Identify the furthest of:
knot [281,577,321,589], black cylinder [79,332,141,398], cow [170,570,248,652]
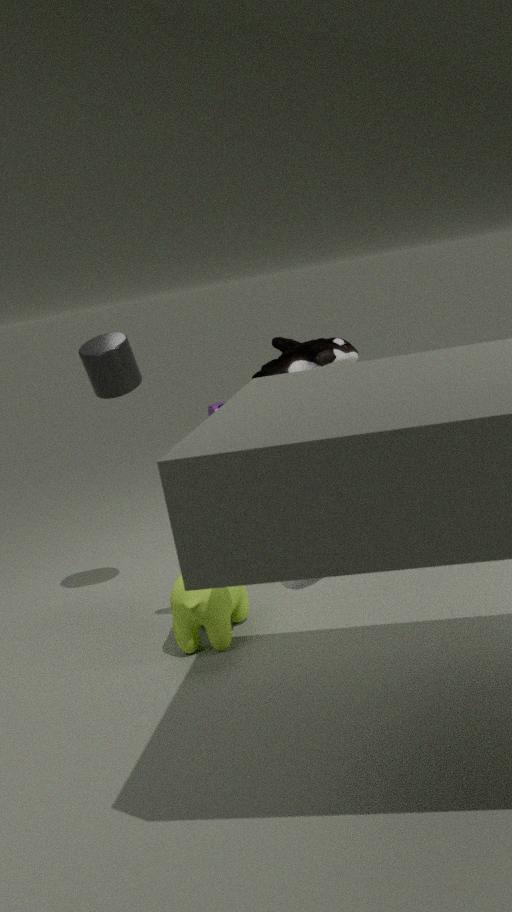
black cylinder [79,332,141,398]
